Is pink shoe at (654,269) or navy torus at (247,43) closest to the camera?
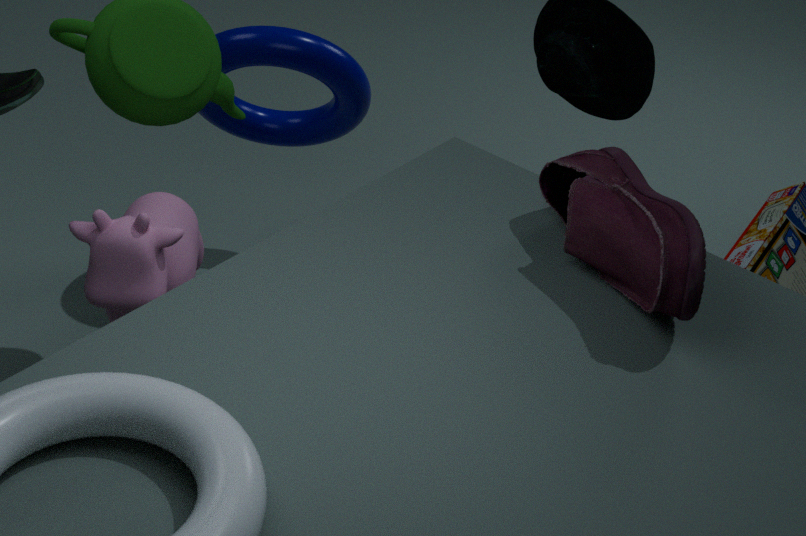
pink shoe at (654,269)
